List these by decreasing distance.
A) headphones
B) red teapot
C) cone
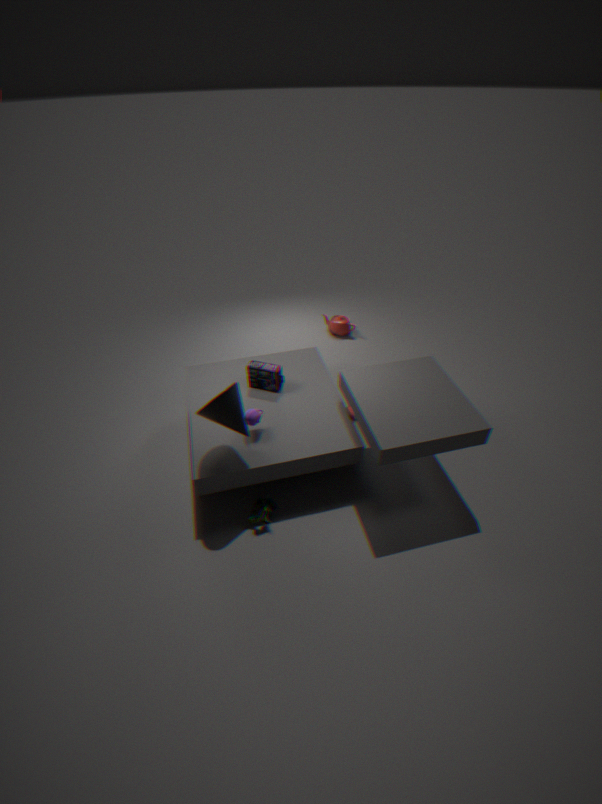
red teapot < headphones < cone
